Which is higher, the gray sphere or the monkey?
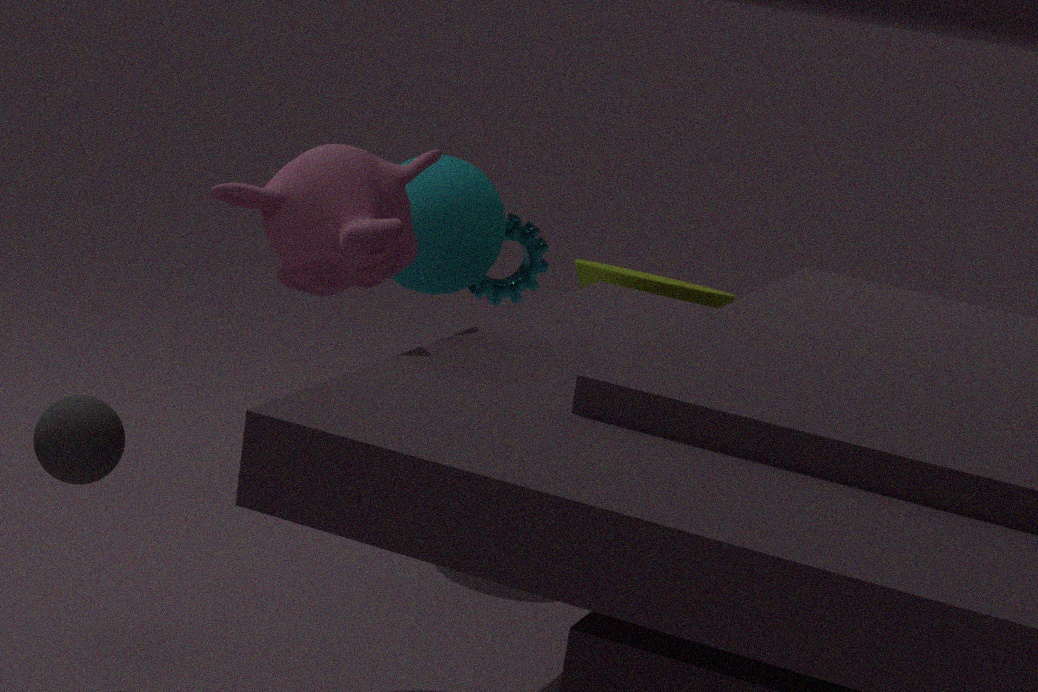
the monkey
